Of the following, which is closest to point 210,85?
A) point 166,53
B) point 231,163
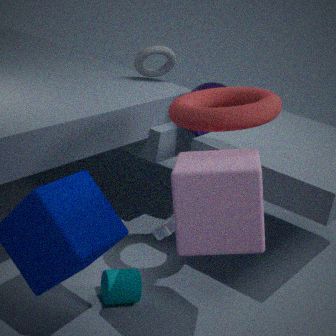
point 166,53
